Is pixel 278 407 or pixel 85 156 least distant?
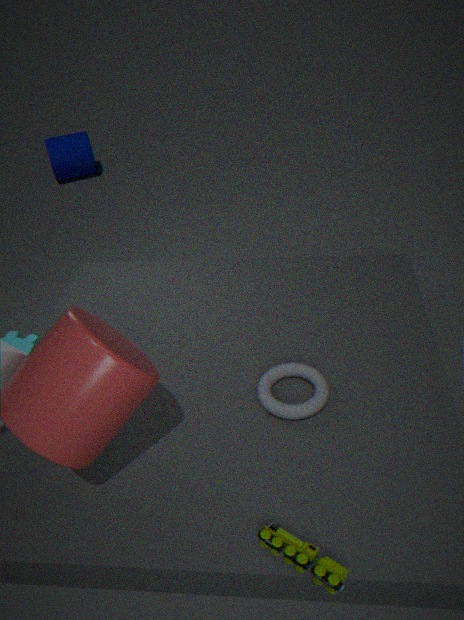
pixel 278 407
